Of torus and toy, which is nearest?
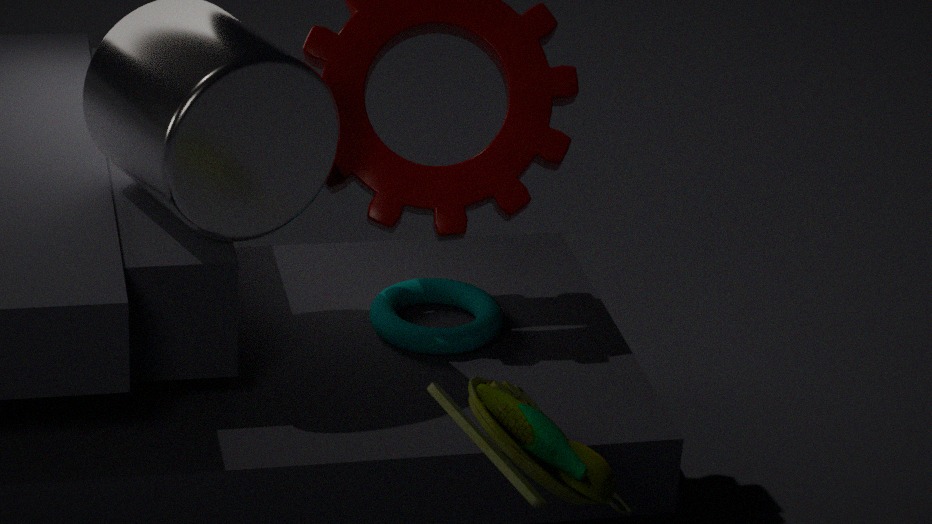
toy
